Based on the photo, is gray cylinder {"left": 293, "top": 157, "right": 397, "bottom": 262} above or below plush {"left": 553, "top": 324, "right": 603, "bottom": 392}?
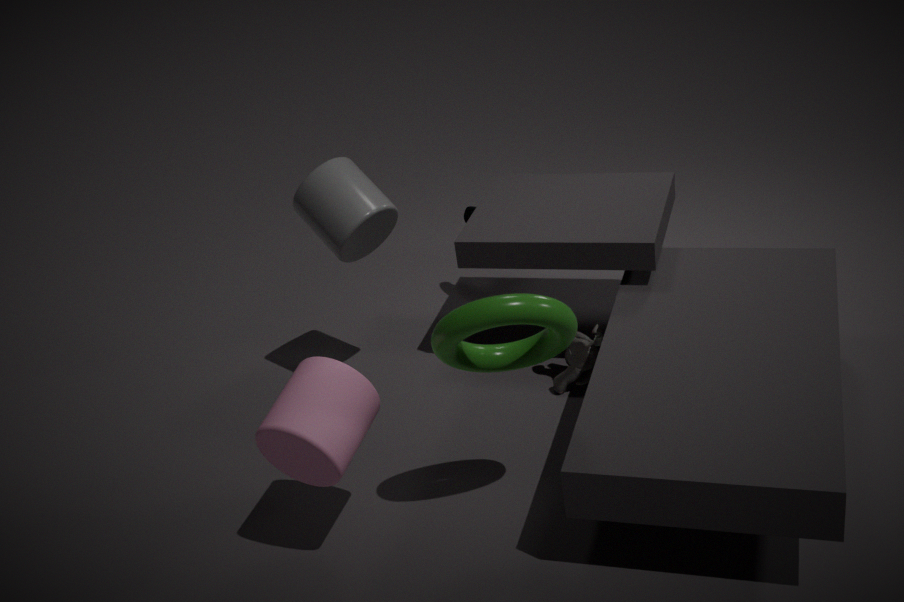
above
